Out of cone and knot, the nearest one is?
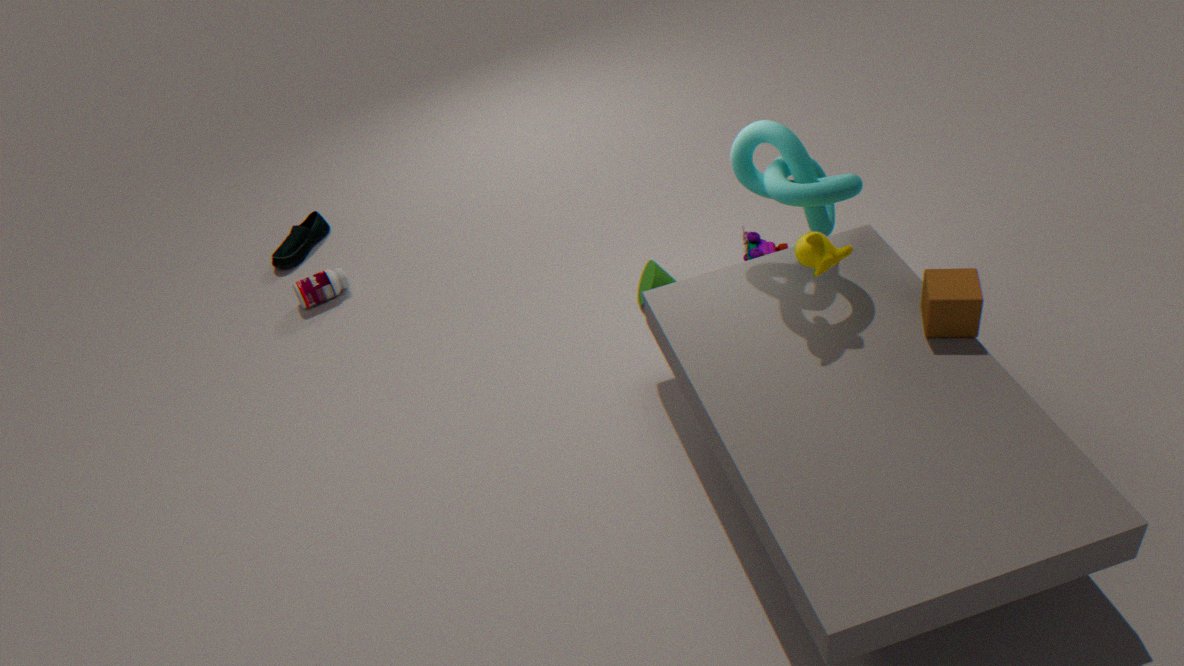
knot
